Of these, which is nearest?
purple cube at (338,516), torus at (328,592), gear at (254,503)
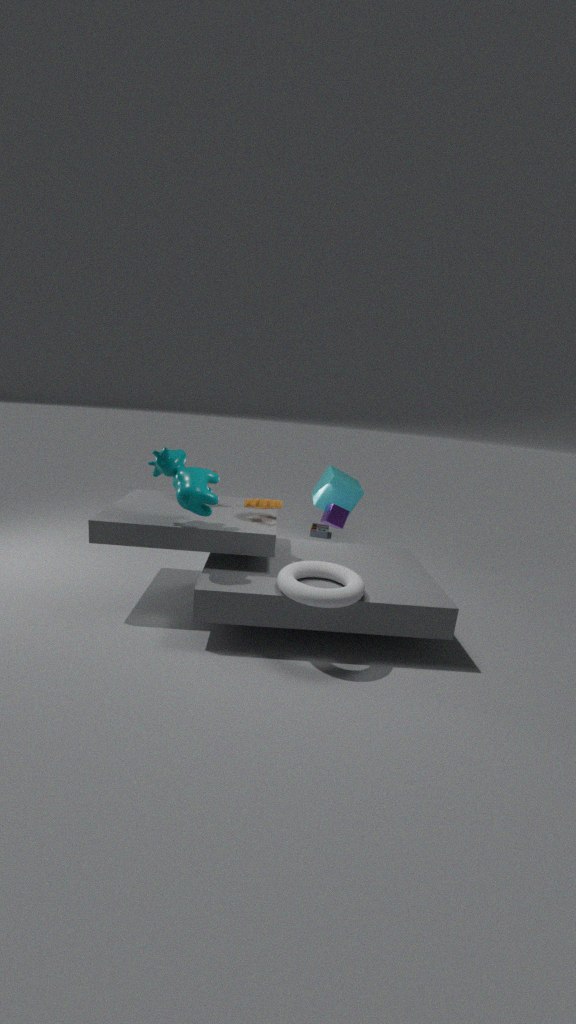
torus at (328,592)
